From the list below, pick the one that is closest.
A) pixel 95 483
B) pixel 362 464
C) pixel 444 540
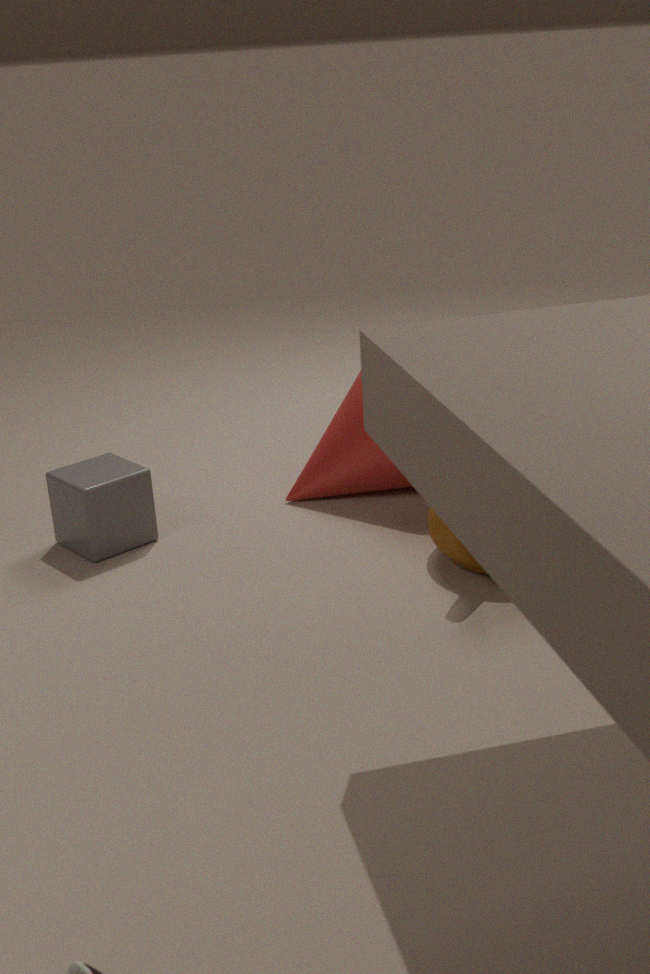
pixel 444 540
